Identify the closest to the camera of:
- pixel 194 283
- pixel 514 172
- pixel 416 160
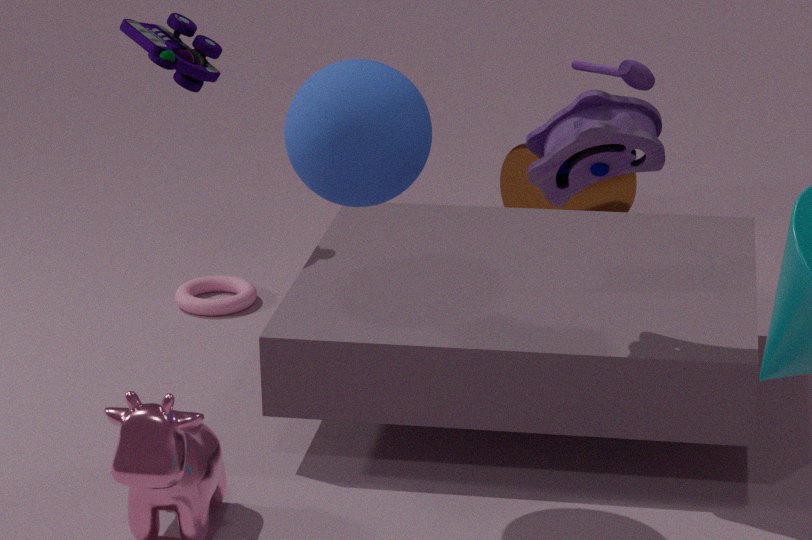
pixel 416 160
